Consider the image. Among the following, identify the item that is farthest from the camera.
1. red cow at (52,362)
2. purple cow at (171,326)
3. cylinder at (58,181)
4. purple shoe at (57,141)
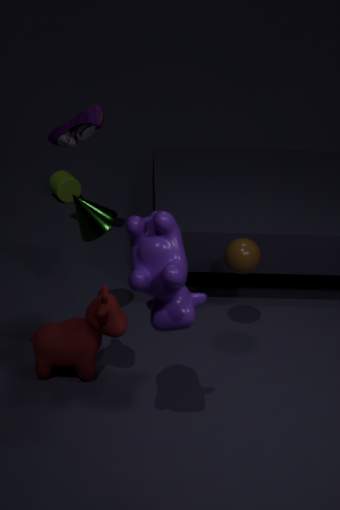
cylinder at (58,181)
